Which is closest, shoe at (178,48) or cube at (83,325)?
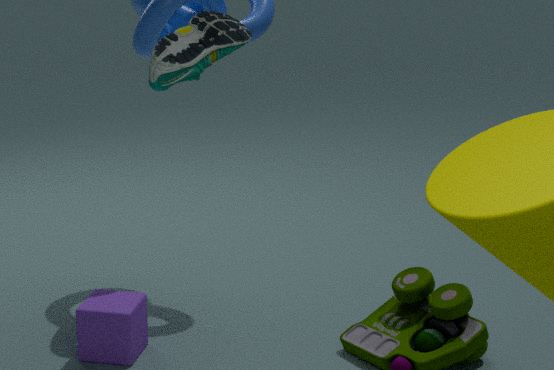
shoe at (178,48)
